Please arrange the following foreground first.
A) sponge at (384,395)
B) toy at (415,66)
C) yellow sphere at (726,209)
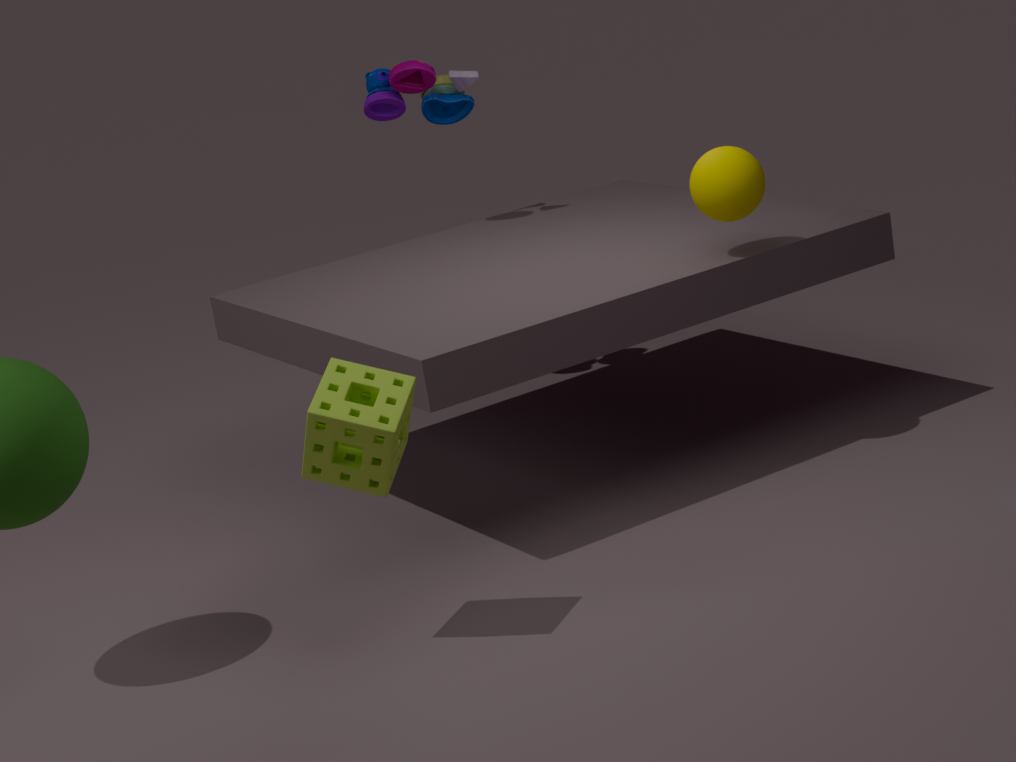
sponge at (384,395) < yellow sphere at (726,209) < toy at (415,66)
